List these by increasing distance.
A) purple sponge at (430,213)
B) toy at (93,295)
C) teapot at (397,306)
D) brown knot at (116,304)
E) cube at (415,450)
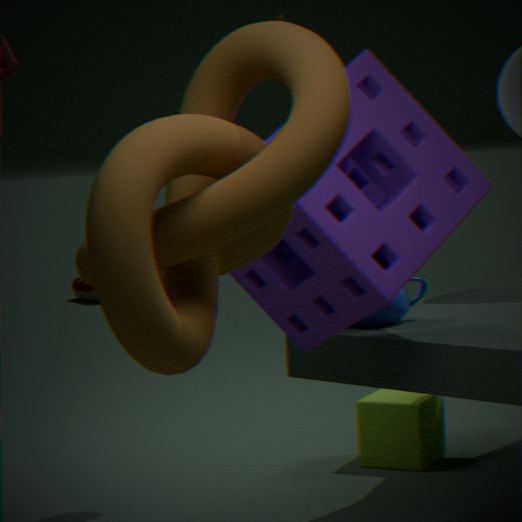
brown knot at (116,304), purple sponge at (430,213), teapot at (397,306), cube at (415,450), toy at (93,295)
